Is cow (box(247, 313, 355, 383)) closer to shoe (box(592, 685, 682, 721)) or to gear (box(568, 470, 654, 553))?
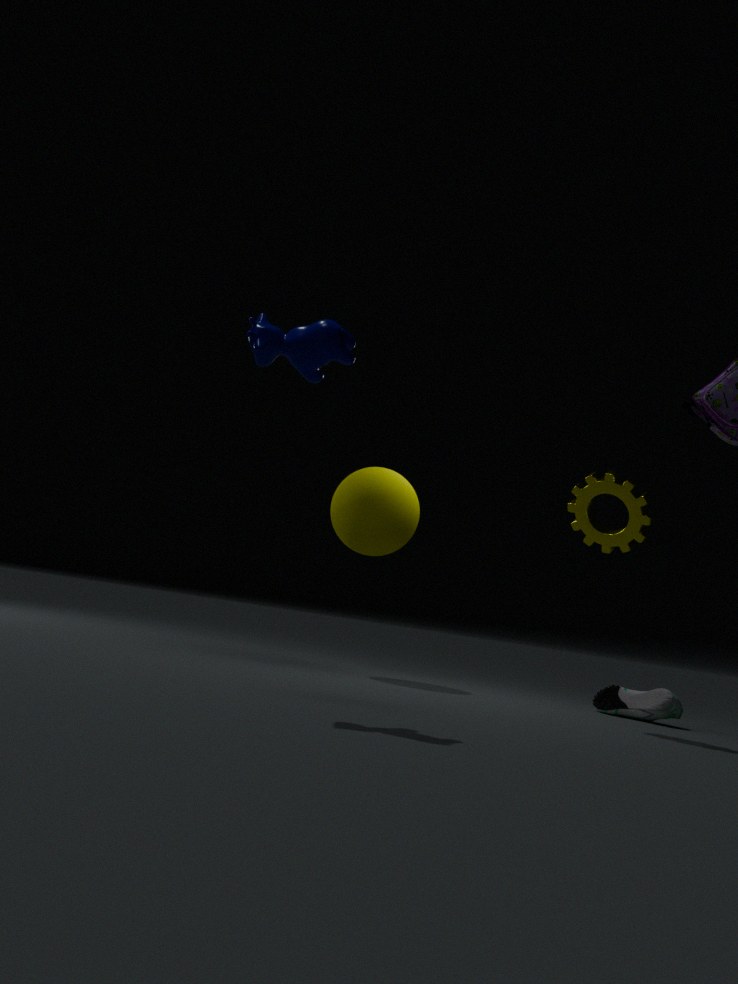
gear (box(568, 470, 654, 553))
